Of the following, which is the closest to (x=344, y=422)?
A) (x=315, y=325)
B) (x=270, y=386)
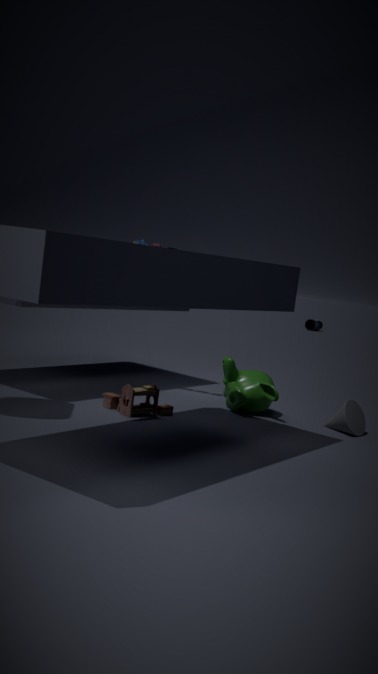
(x=270, y=386)
